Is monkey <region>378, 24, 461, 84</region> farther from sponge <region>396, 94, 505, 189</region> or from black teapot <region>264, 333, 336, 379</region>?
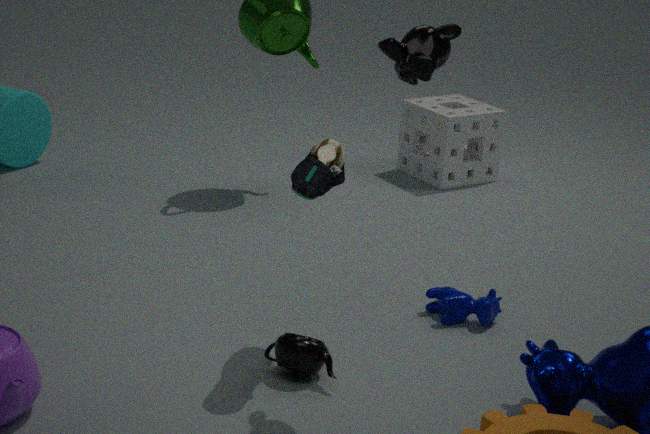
sponge <region>396, 94, 505, 189</region>
